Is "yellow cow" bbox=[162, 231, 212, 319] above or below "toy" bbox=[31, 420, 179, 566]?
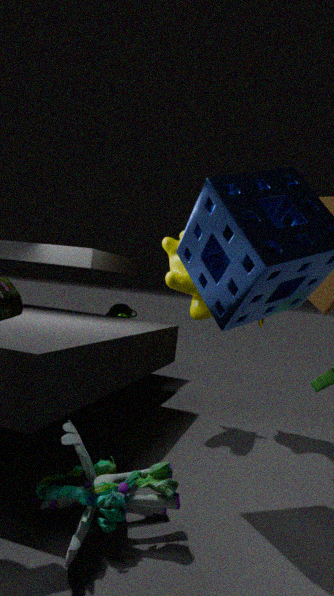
above
